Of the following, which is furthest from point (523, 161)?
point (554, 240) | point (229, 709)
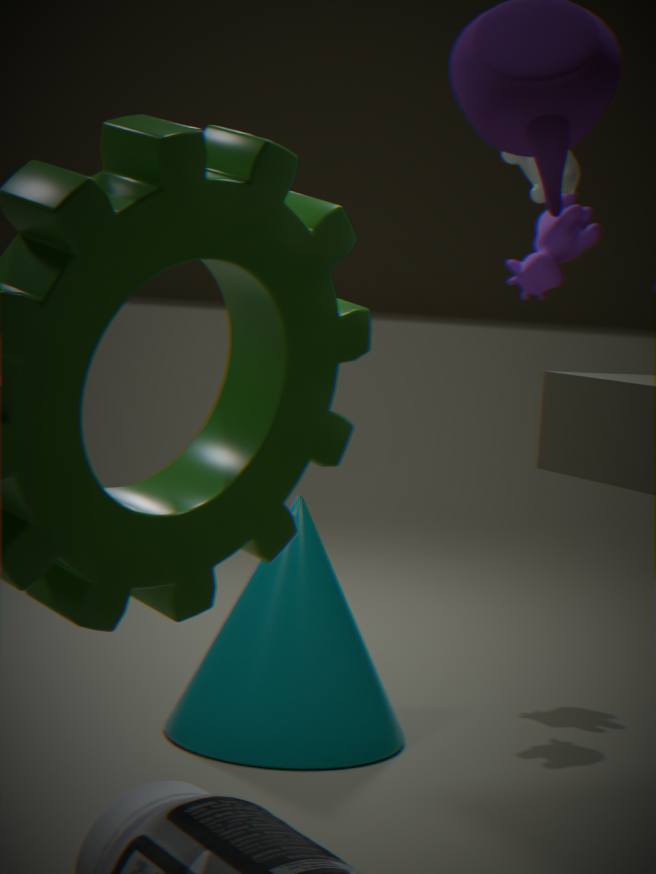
point (229, 709)
